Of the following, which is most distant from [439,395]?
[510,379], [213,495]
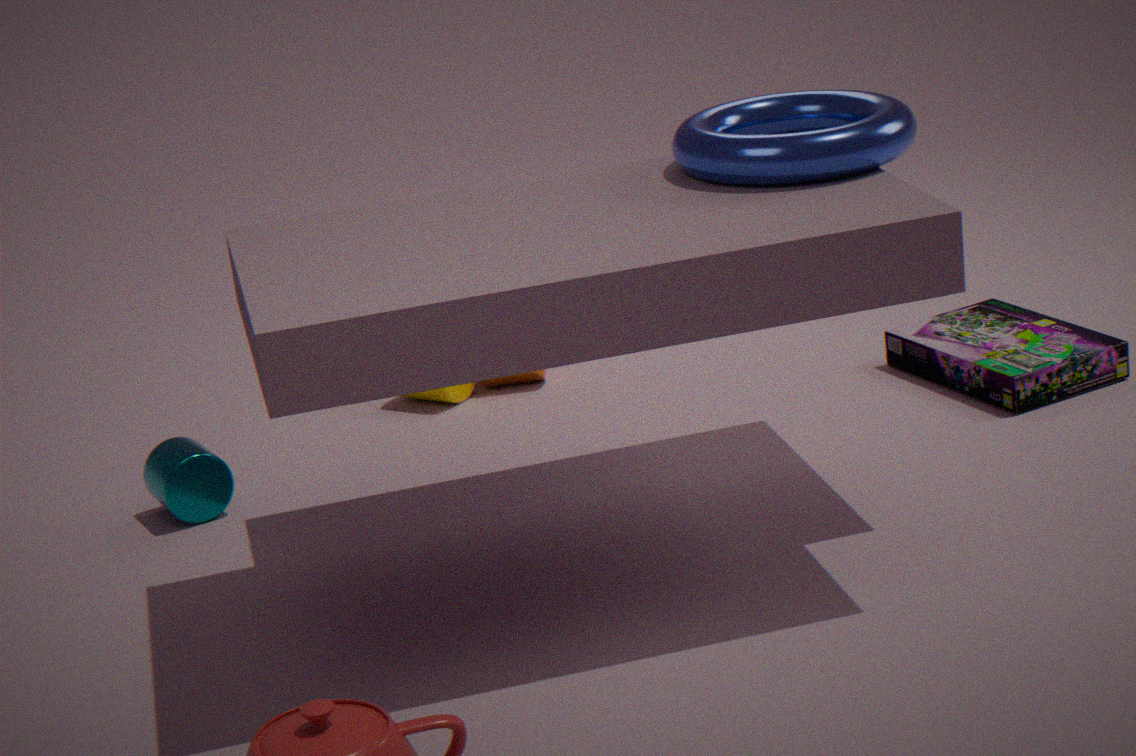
[213,495]
